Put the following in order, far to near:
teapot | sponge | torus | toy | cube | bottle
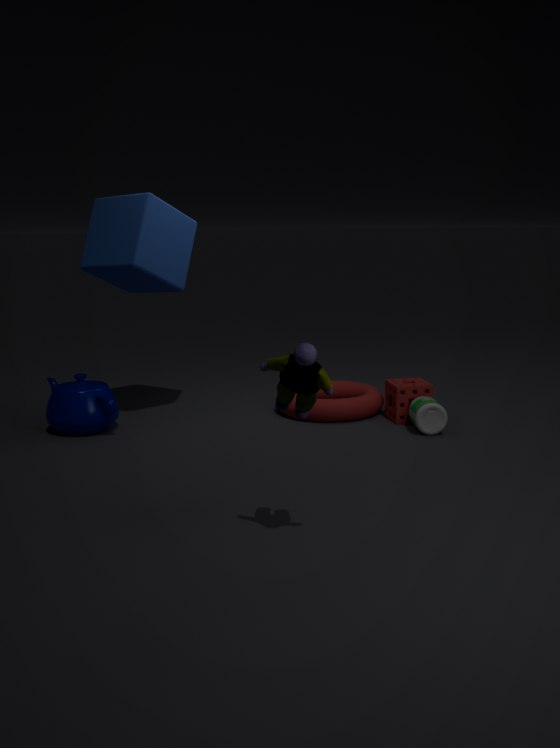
torus, sponge, cube, teapot, bottle, toy
